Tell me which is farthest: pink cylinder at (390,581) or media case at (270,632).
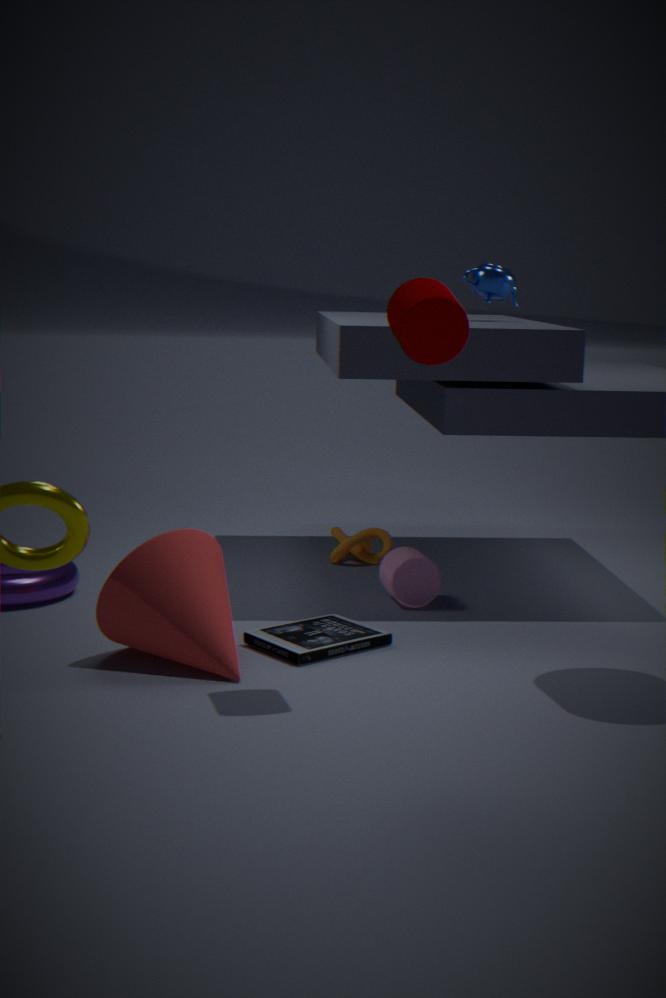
pink cylinder at (390,581)
